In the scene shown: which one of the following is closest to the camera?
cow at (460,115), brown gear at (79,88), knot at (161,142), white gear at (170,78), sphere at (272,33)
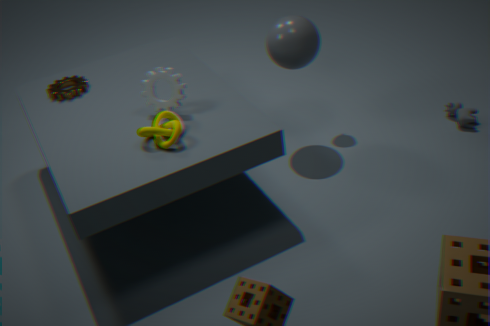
knot at (161,142)
